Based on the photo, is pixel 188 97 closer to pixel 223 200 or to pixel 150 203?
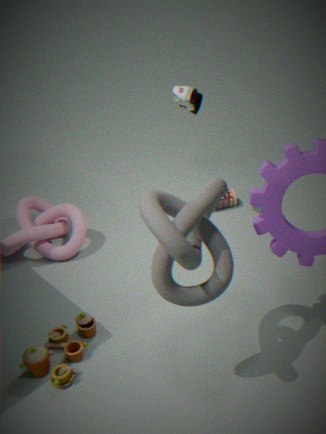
pixel 223 200
